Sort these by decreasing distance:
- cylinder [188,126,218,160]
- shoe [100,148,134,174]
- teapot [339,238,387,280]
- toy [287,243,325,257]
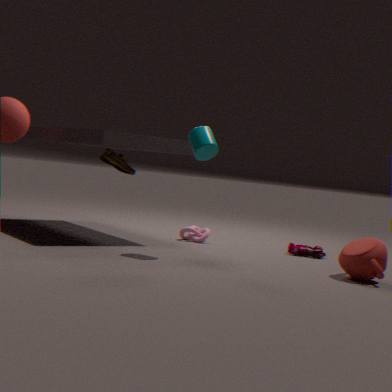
toy [287,243,325,257]
shoe [100,148,134,174]
cylinder [188,126,218,160]
teapot [339,238,387,280]
